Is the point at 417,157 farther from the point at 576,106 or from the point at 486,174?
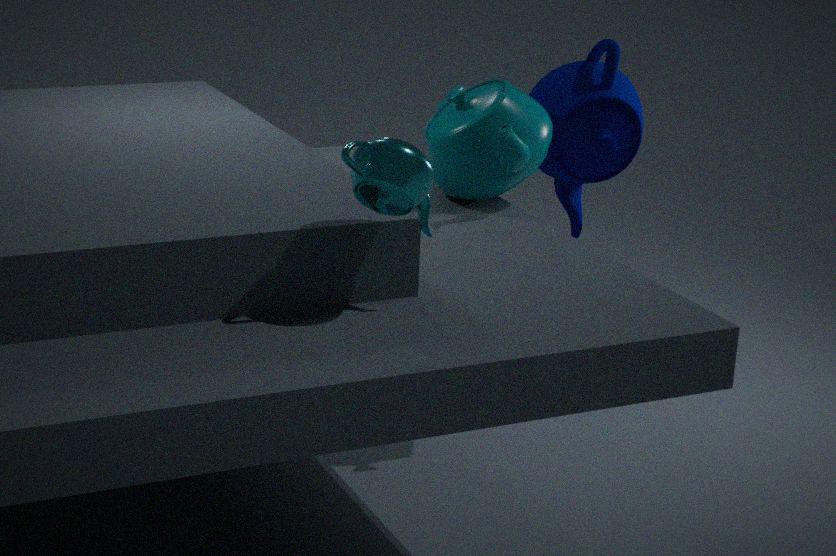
the point at 576,106
